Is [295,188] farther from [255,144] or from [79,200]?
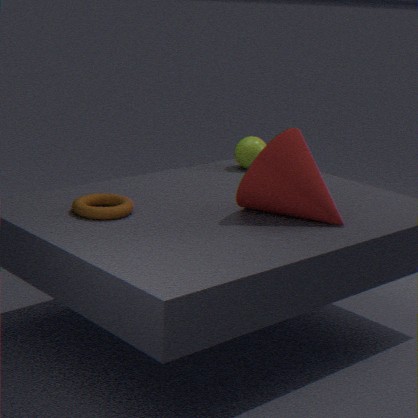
[255,144]
